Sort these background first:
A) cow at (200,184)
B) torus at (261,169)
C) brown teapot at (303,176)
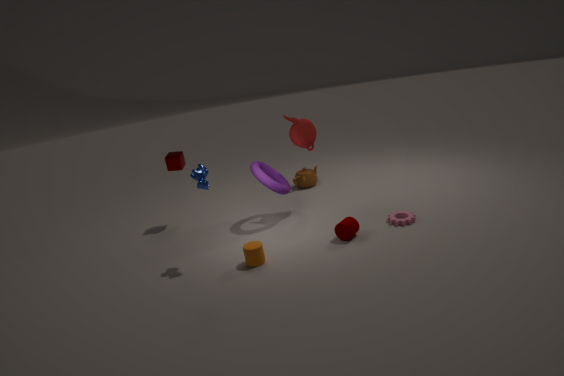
brown teapot at (303,176) → torus at (261,169) → cow at (200,184)
